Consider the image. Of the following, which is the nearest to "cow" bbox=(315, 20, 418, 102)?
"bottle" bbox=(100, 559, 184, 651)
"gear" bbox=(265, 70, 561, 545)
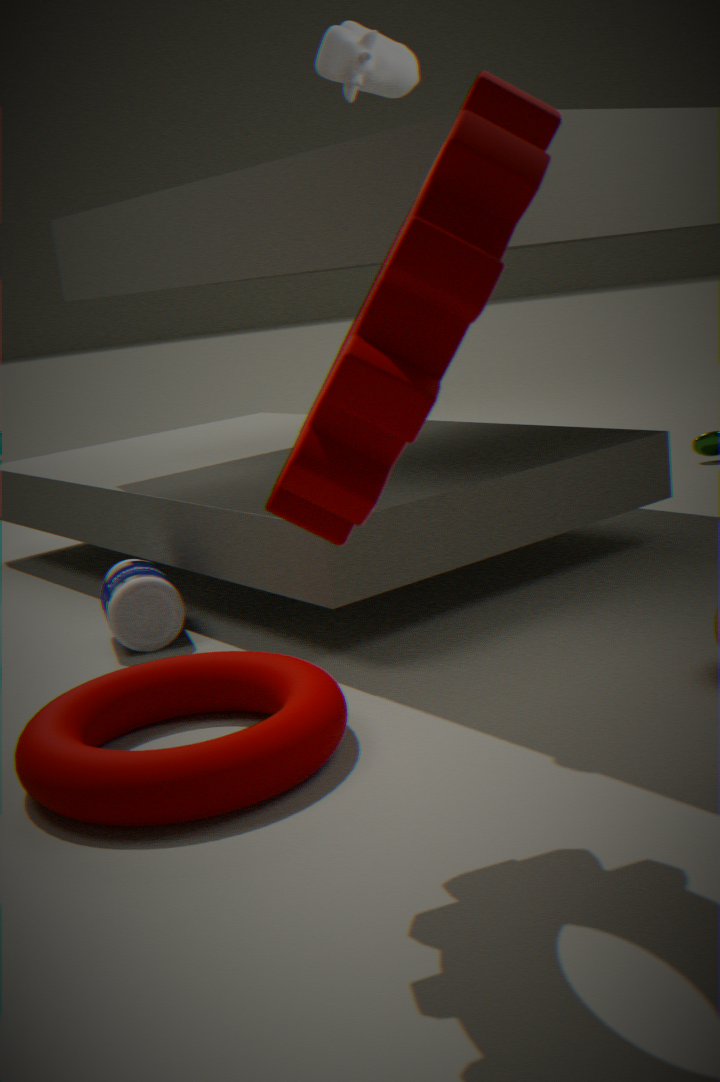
"gear" bbox=(265, 70, 561, 545)
